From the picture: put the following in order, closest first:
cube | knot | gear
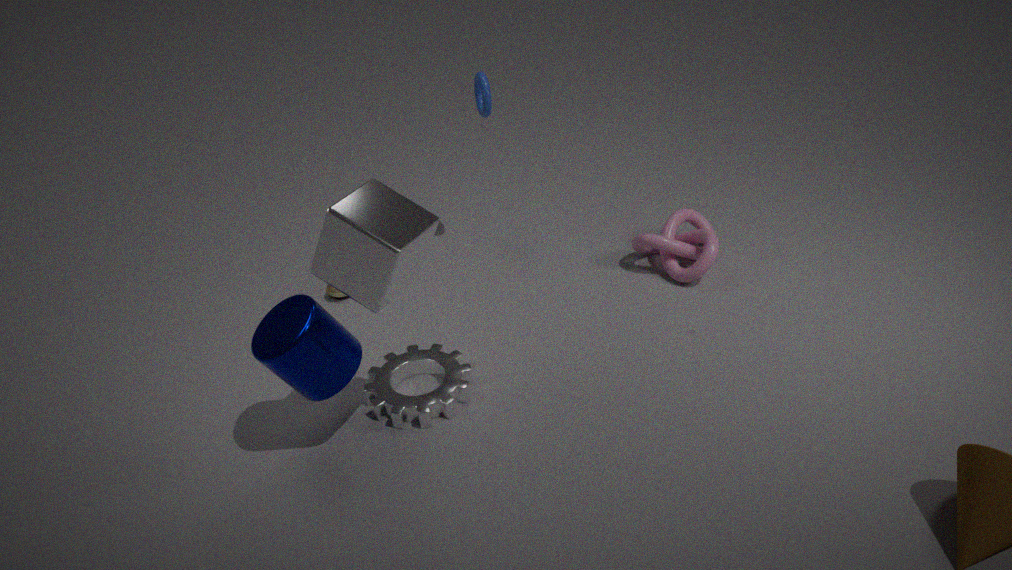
cube → gear → knot
